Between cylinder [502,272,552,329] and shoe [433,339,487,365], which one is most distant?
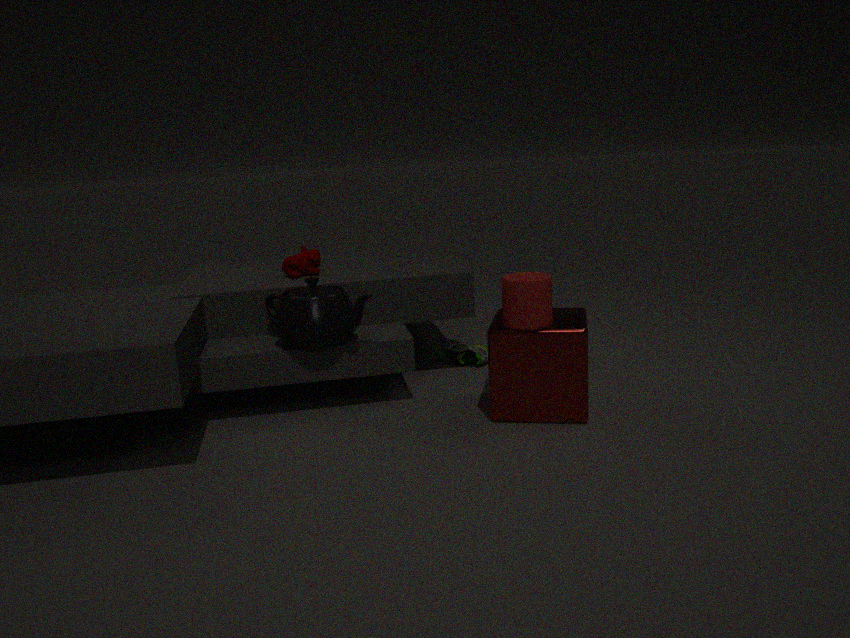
shoe [433,339,487,365]
